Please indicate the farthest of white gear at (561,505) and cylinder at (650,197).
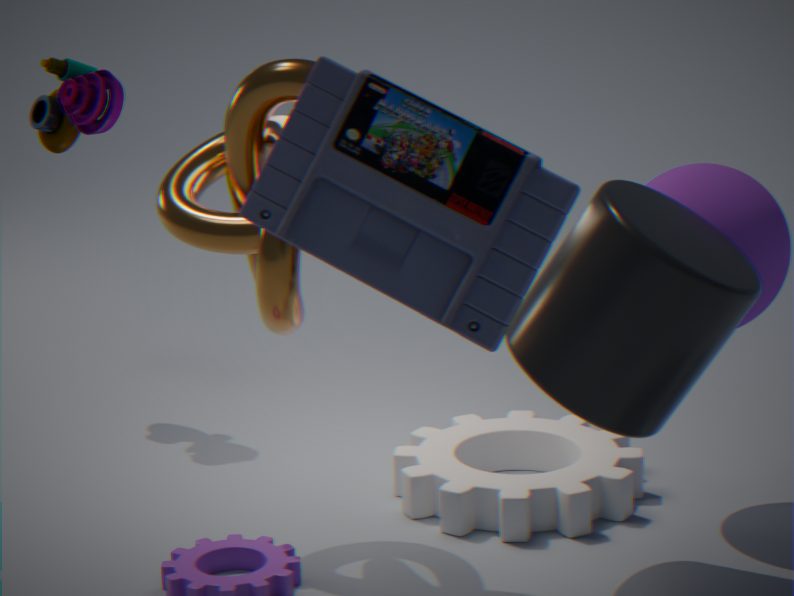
white gear at (561,505)
